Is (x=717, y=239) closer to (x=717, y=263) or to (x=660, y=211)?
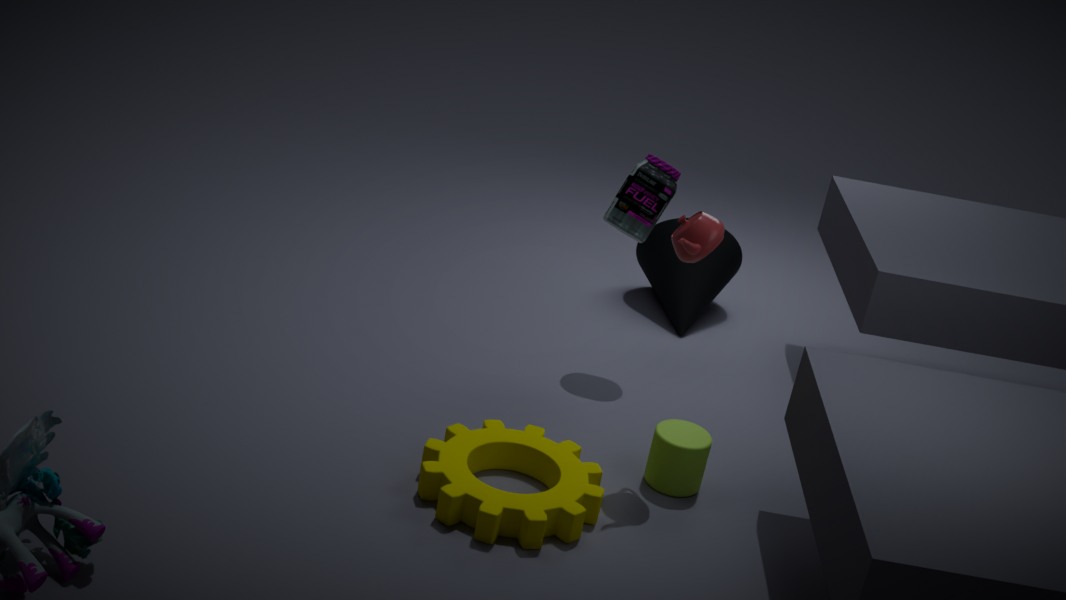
(x=660, y=211)
